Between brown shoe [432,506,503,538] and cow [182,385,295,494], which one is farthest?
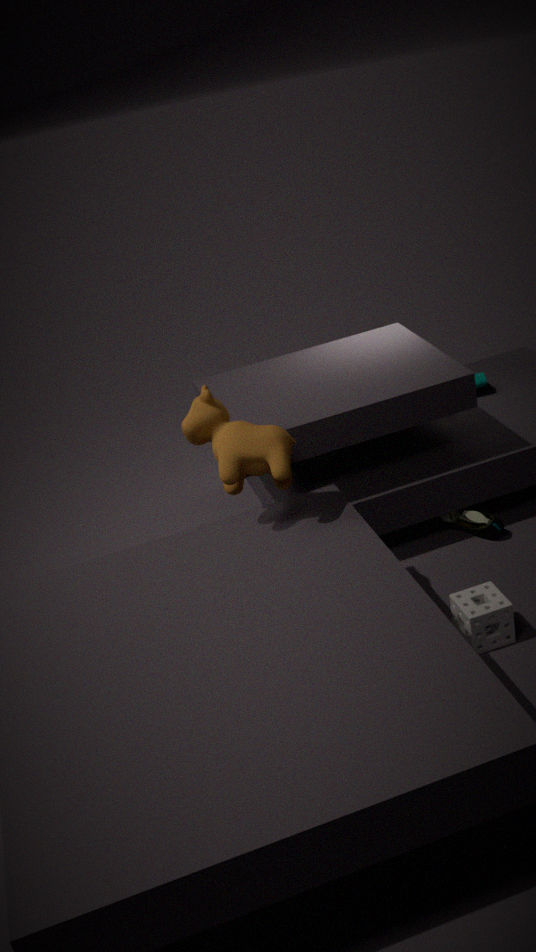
brown shoe [432,506,503,538]
